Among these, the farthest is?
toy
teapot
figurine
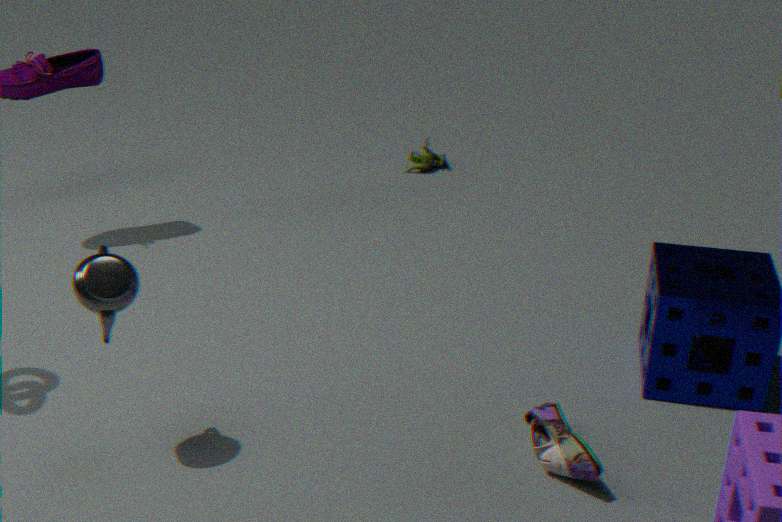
figurine
